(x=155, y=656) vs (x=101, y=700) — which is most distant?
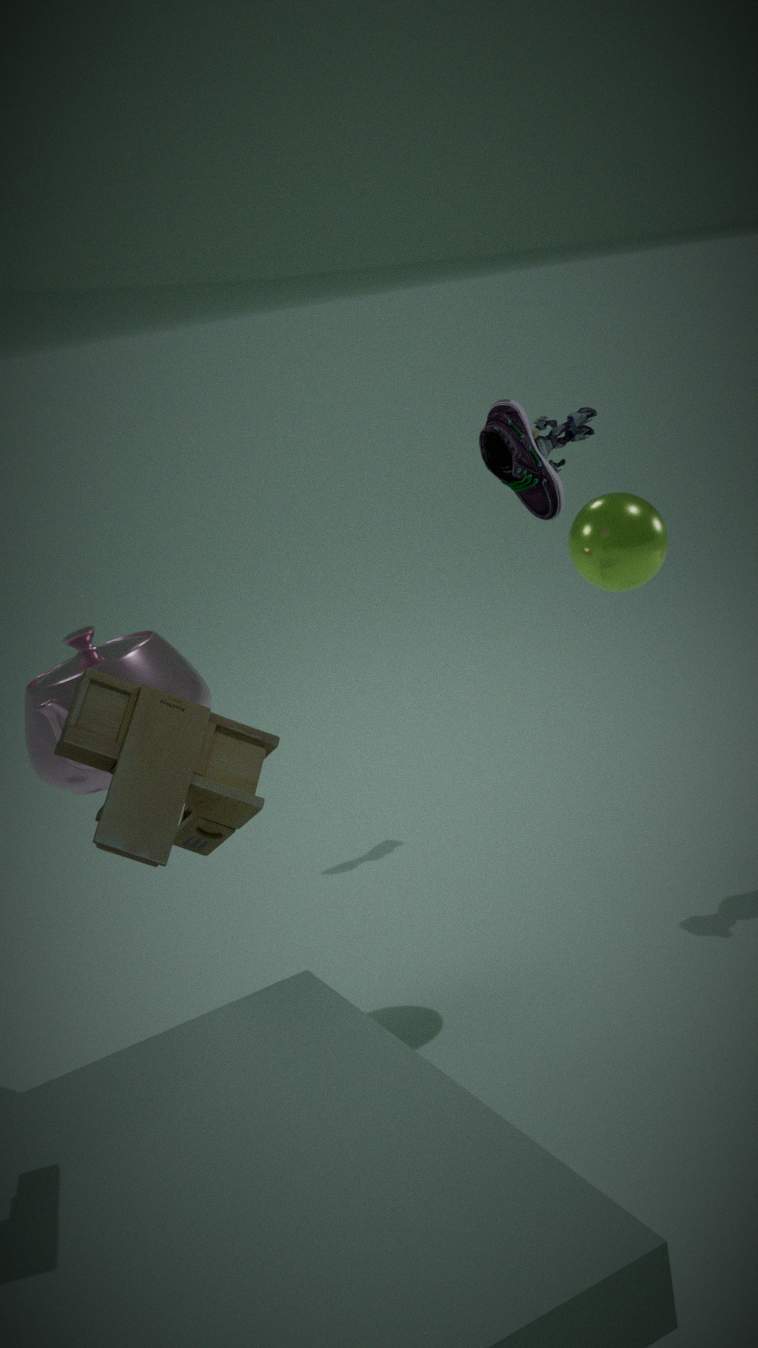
(x=155, y=656)
